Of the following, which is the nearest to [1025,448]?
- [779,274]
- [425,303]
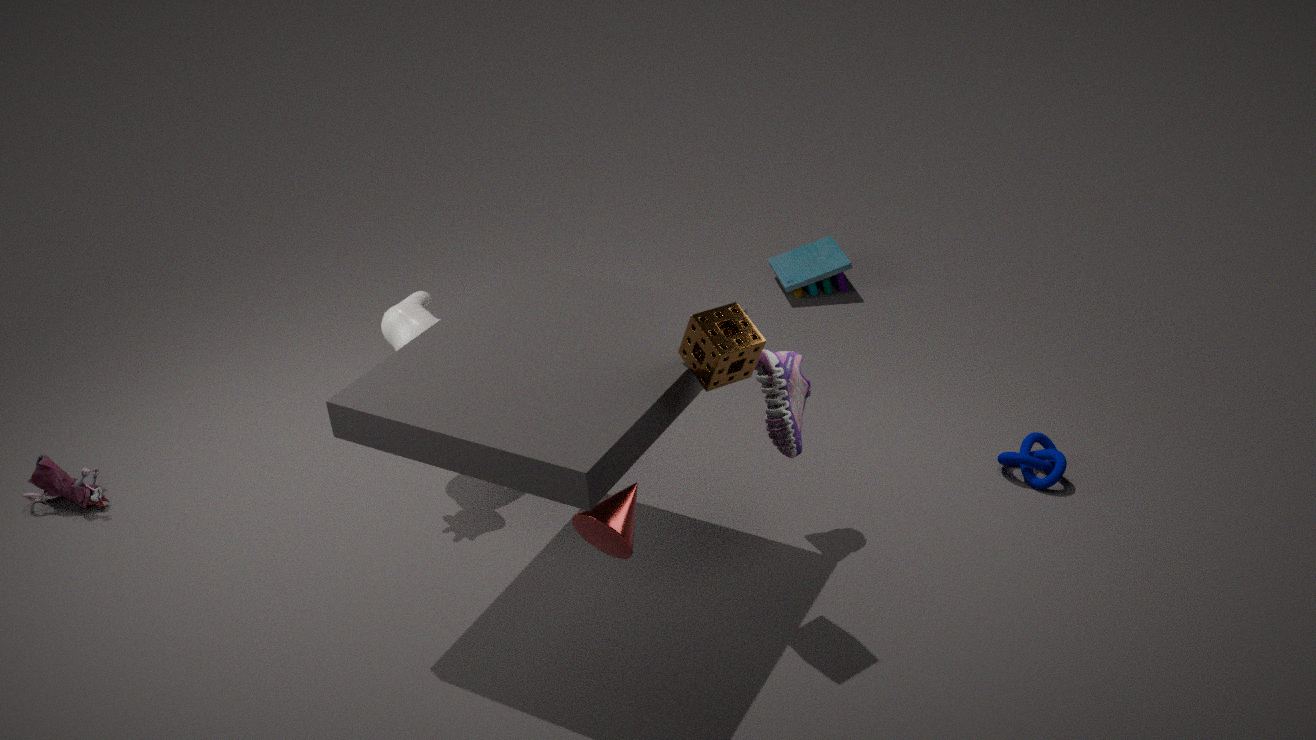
[779,274]
